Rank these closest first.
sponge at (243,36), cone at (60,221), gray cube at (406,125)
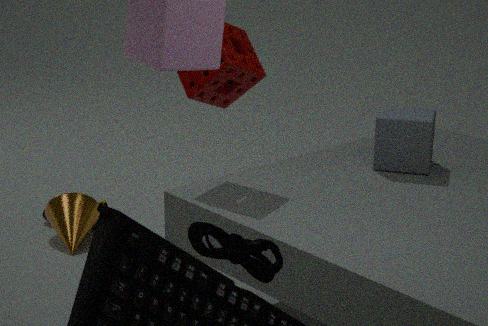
1. sponge at (243,36)
2. gray cube at (406,125)
3. cone at (60,221)
